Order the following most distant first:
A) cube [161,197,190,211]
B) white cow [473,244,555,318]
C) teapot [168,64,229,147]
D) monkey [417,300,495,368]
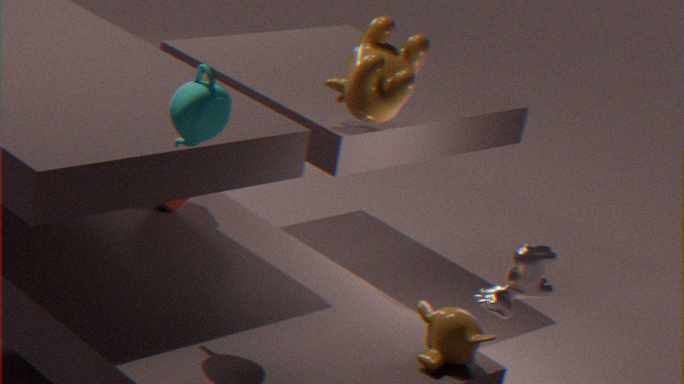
cube [161,197,190,211], white cow [473,244,555,318], monkey [417,300,495,368], teapot [168,64,229,147]
